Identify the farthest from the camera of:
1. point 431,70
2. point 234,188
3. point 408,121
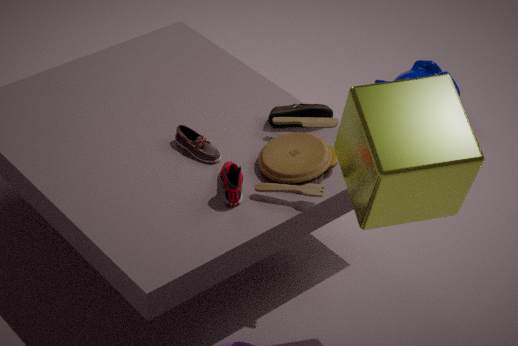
point 431,70
